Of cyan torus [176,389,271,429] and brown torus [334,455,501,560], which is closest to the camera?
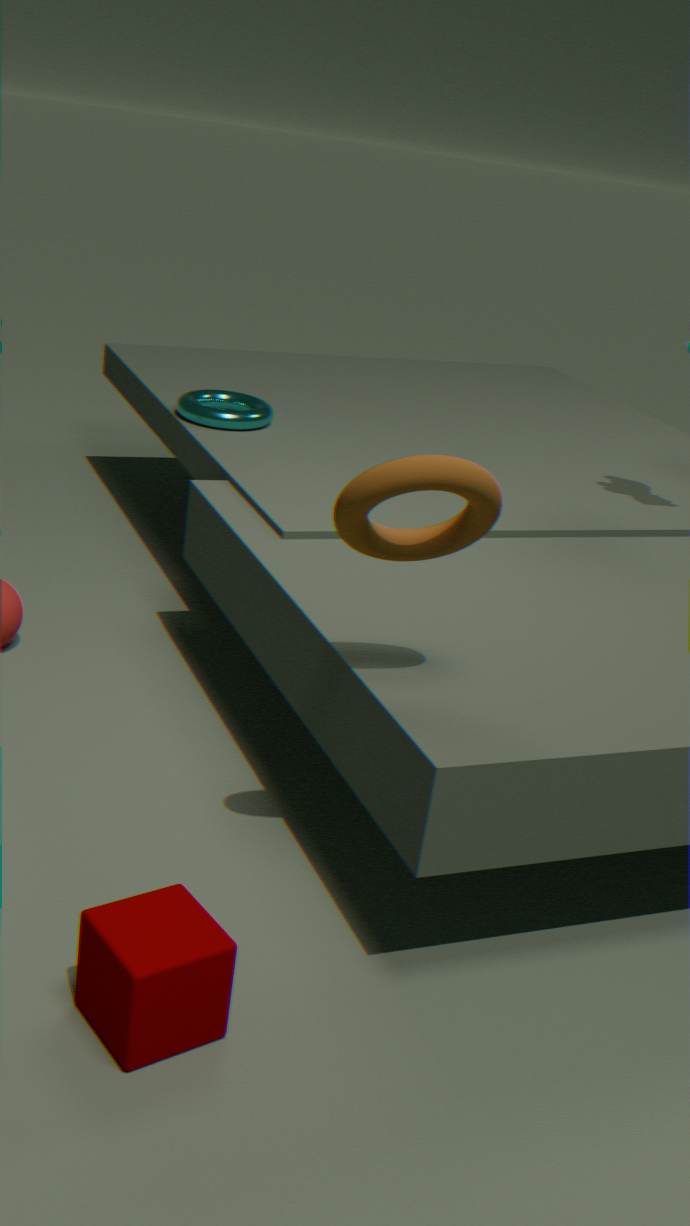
brown torus [334,455,501,560]
